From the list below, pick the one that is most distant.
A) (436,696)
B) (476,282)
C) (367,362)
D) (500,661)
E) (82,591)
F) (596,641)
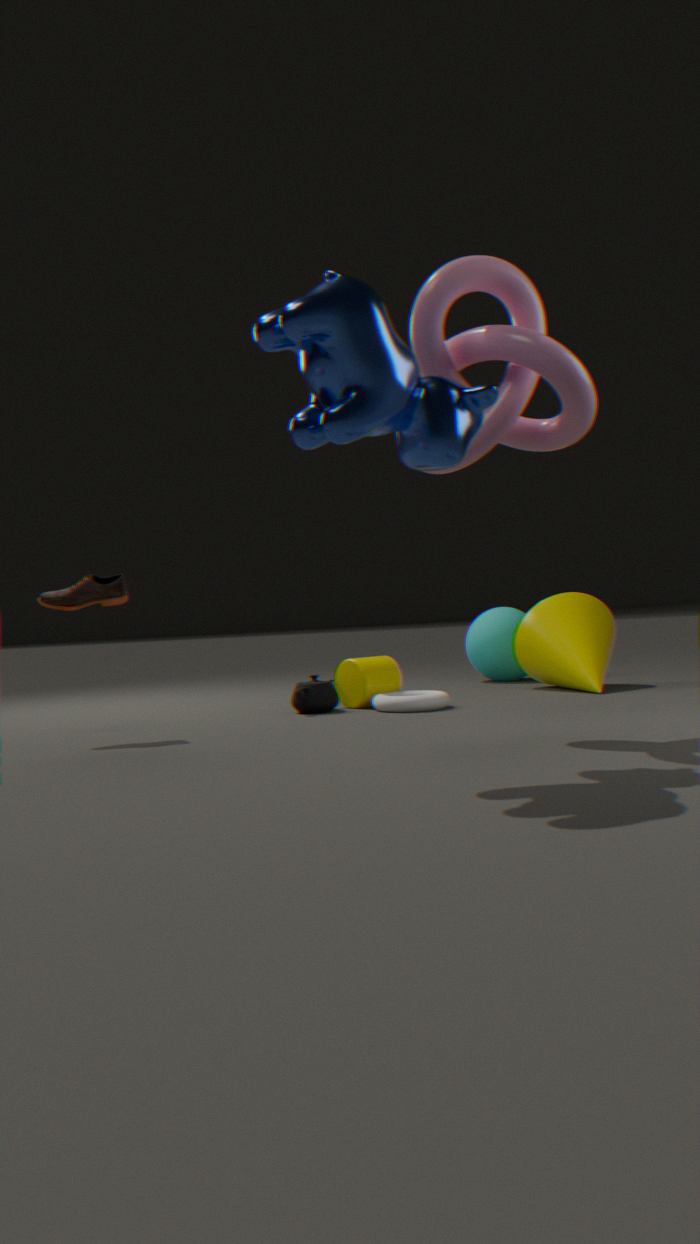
(500,661)
